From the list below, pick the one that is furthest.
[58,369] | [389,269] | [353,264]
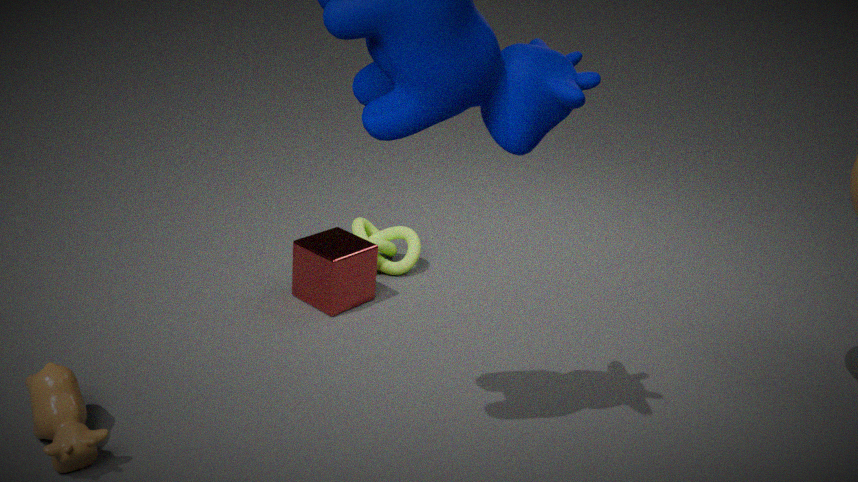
[389,269]
